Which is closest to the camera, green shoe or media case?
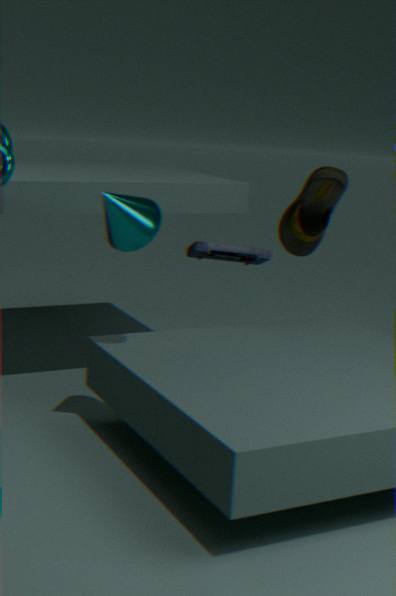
green shoe
